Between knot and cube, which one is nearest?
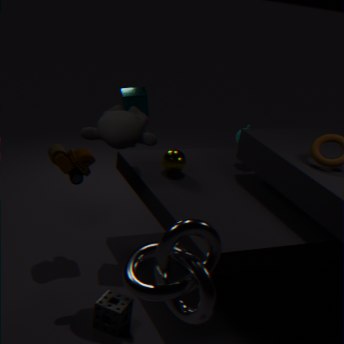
knot
